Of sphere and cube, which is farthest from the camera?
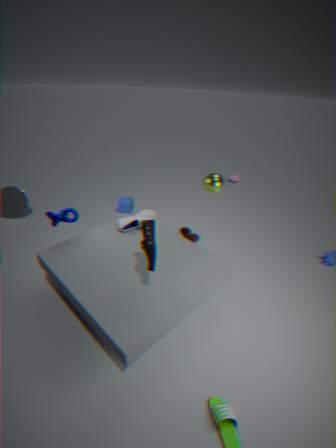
cube
